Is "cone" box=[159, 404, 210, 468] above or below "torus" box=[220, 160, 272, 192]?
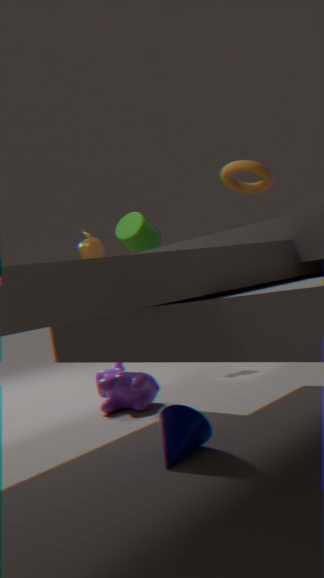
below
